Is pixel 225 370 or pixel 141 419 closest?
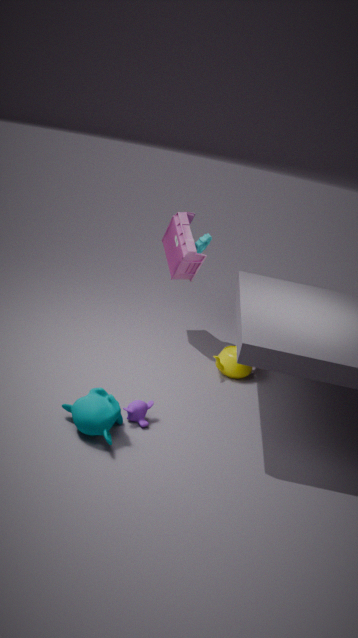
pixel 141 419
